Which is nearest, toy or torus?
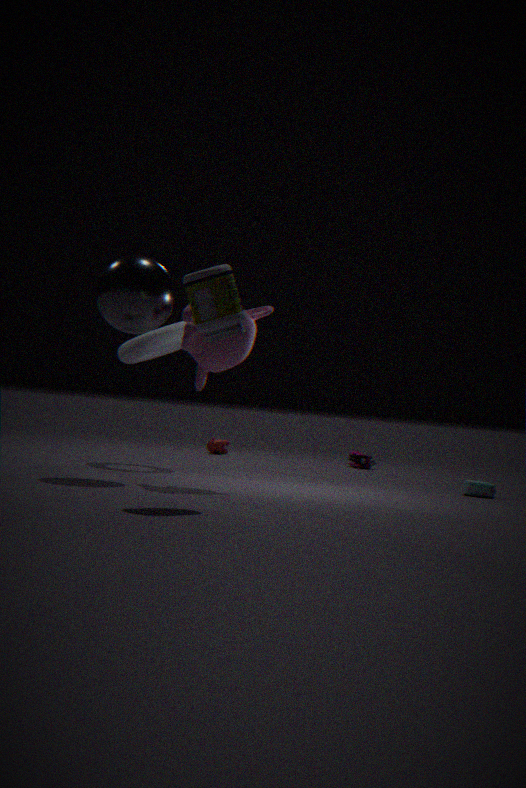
torus
